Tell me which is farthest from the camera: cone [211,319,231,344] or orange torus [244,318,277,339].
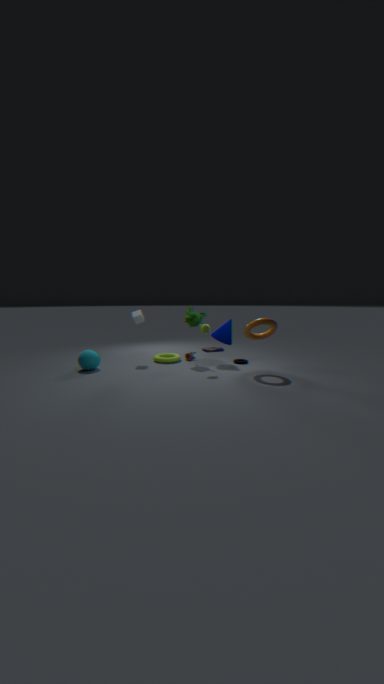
cone [211,319,231,344]
